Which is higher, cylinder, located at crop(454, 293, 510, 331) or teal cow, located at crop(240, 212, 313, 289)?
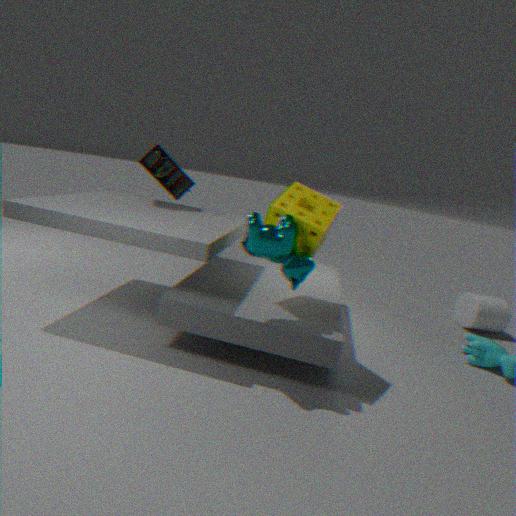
teal cow, located at crop(240, 212, 313, 289)
